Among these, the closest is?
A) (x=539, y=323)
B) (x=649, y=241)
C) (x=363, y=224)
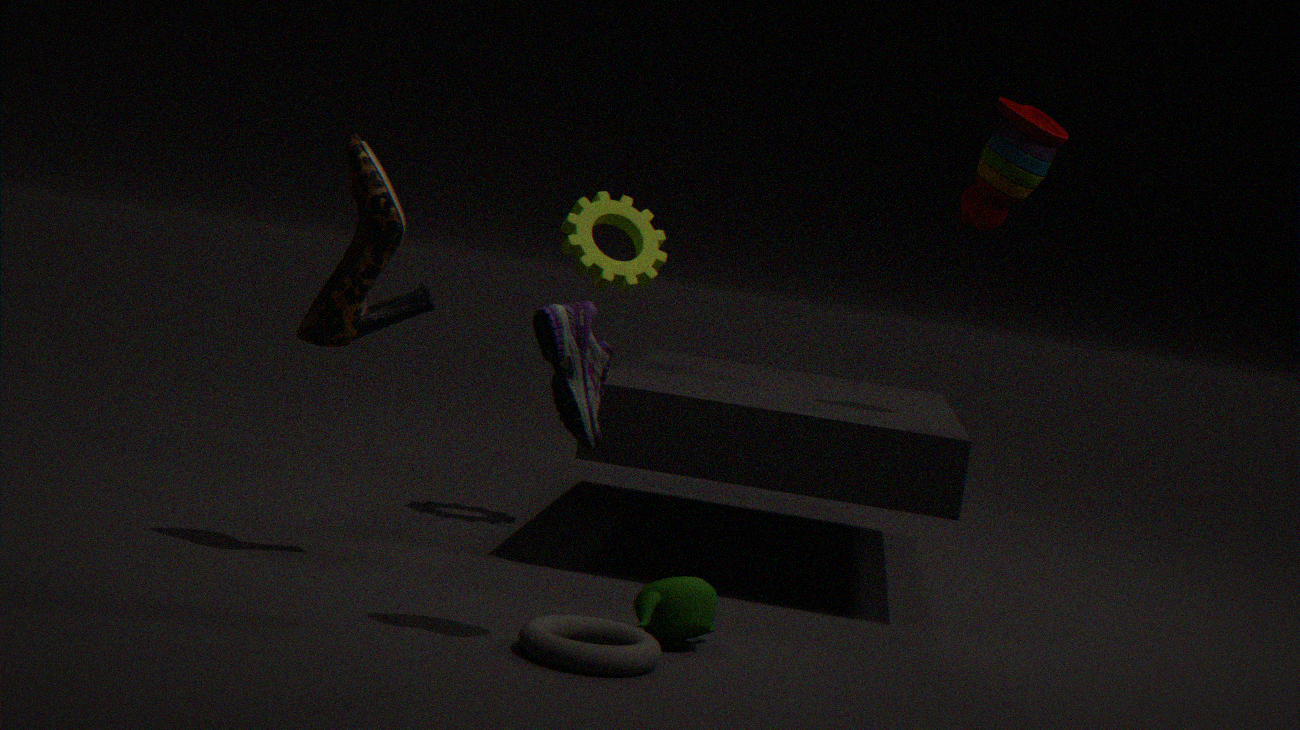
(x=539, y=323)
